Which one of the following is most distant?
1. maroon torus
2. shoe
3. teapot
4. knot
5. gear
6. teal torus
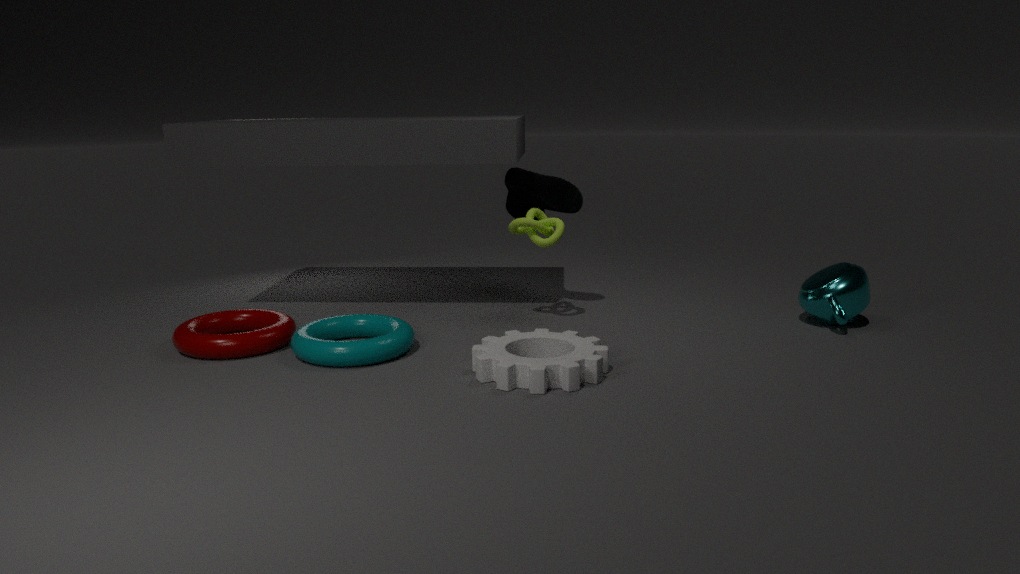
shoe
